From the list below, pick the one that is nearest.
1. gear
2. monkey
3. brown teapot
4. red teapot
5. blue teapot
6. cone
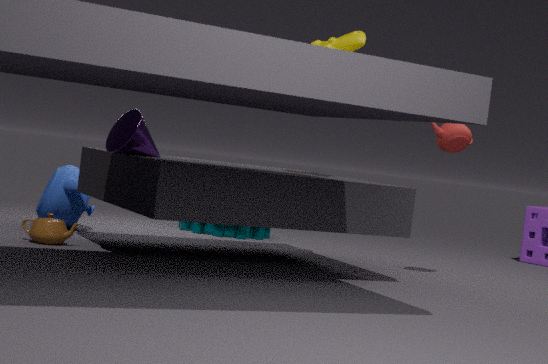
cone
